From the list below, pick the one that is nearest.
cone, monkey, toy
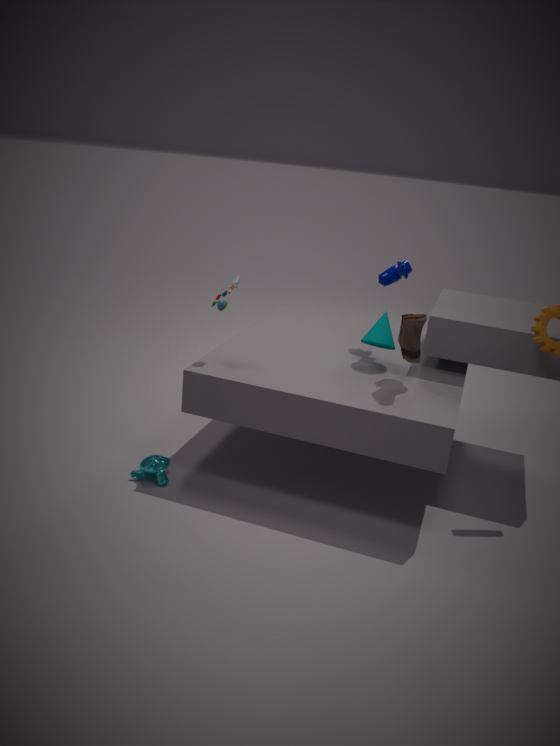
monkey
